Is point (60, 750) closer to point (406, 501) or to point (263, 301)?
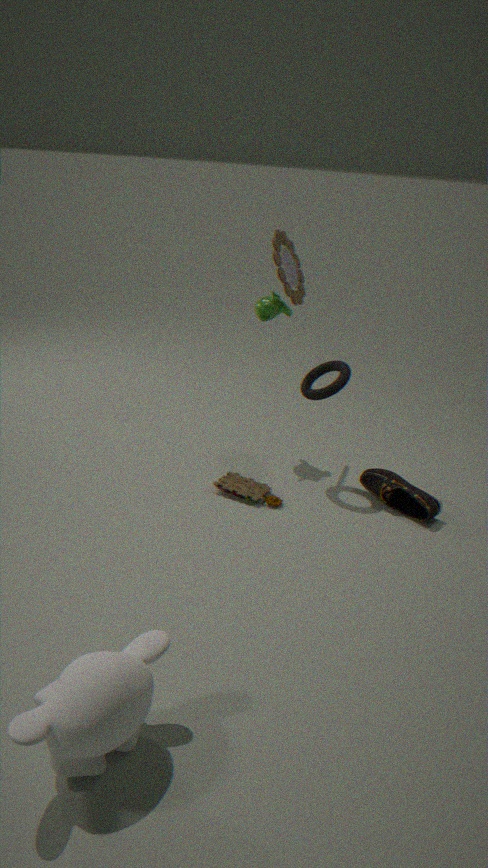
point (406, 501)
